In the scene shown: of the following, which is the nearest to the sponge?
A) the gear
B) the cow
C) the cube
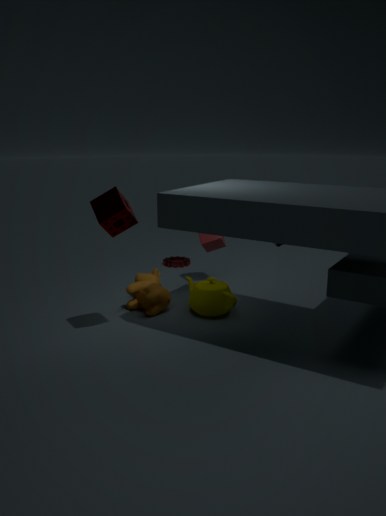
the cow
